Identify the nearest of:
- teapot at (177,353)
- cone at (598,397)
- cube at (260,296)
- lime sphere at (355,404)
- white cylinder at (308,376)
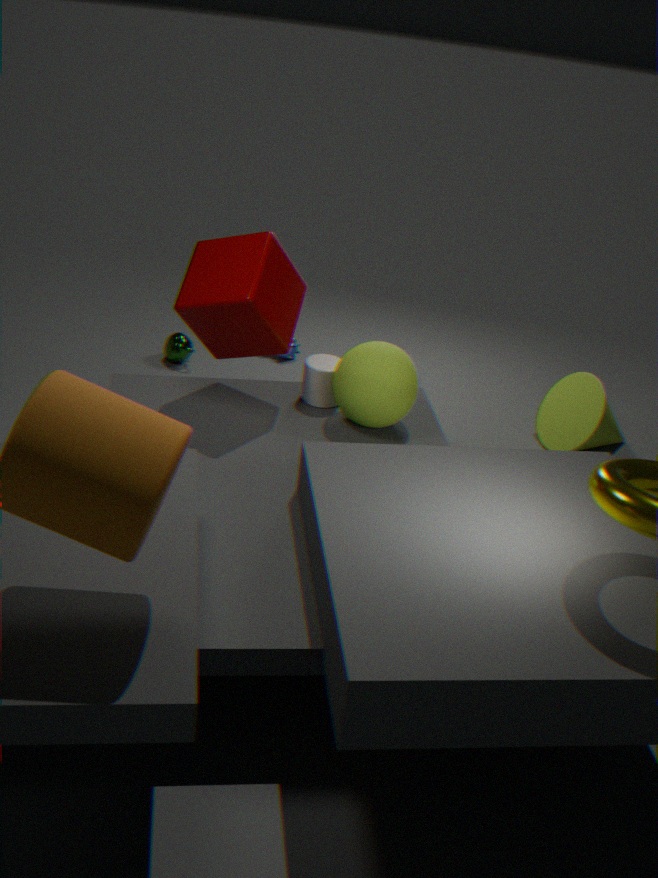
cube at (260,296)
